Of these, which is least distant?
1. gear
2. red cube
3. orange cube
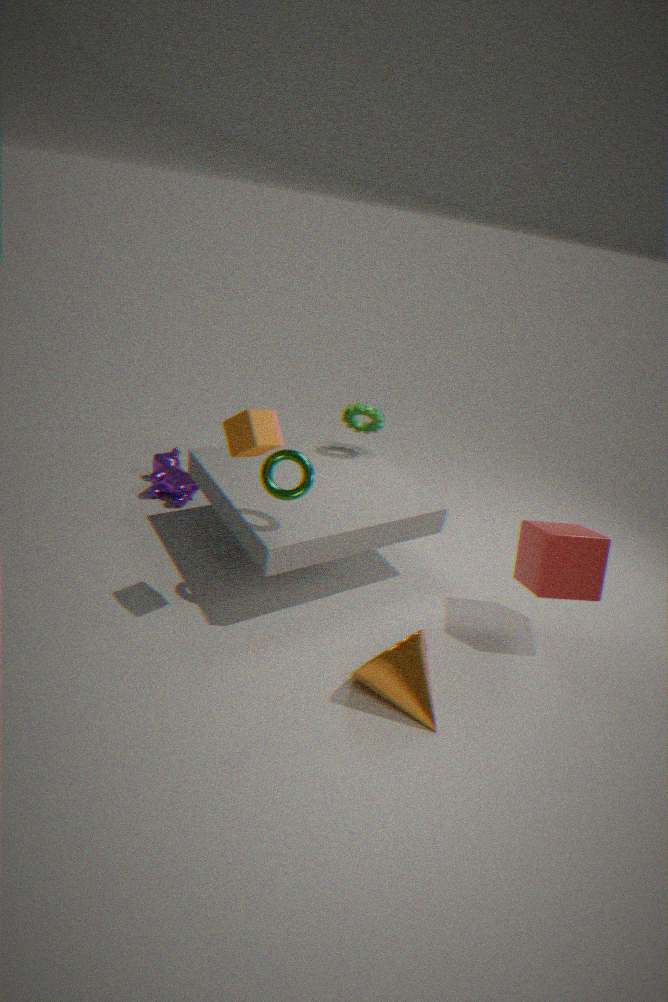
orange cube
